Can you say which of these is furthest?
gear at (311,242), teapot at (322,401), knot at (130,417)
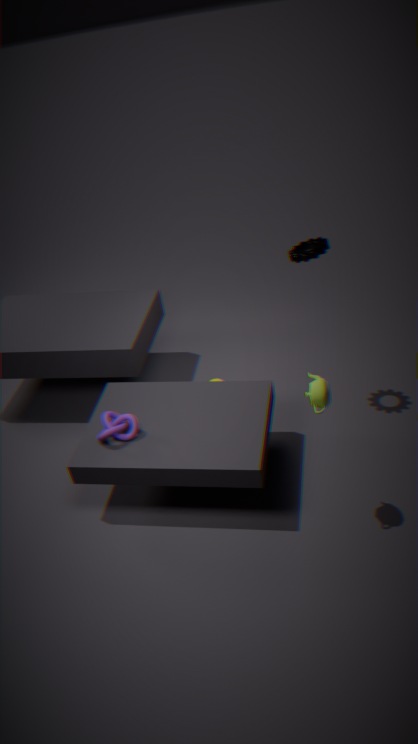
gear at (311,242)
